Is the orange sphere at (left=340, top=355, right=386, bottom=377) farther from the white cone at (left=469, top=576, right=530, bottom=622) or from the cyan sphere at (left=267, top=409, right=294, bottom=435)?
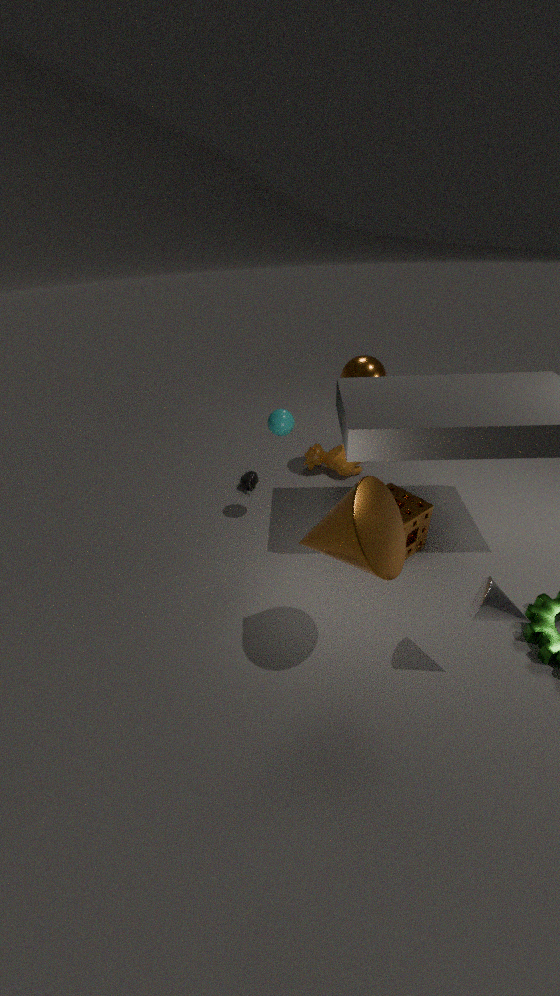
the white cone at (left=469, top=576, right=530, bottom=622)
